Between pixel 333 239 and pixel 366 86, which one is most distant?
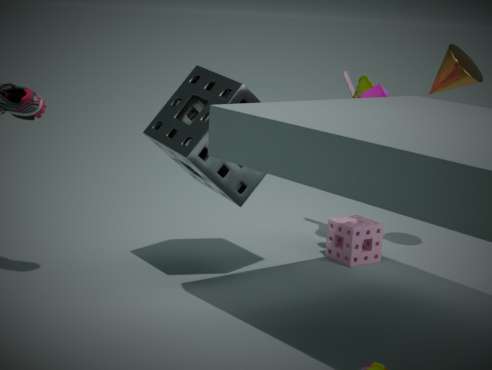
pixel 333 239
